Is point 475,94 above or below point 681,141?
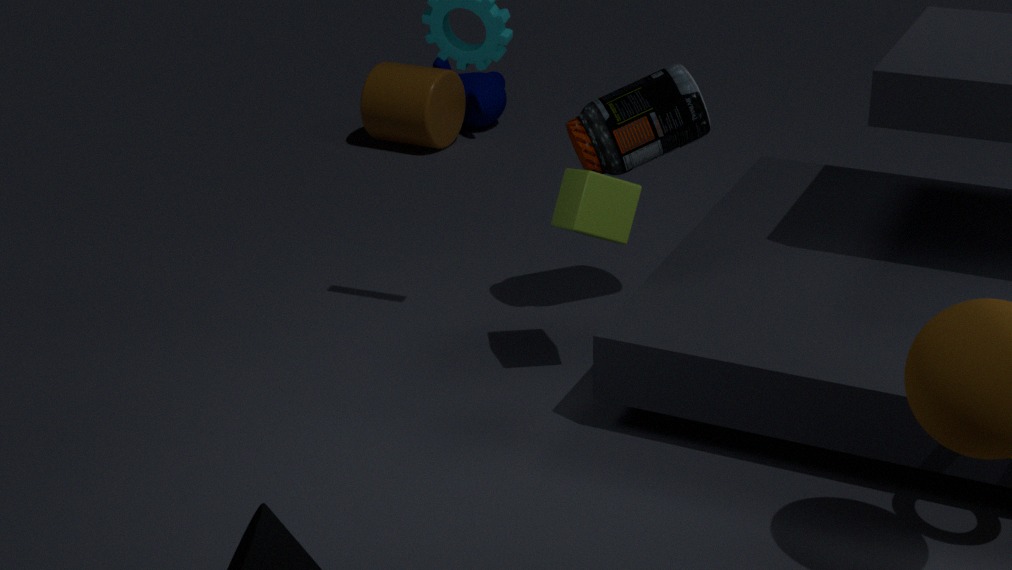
below
